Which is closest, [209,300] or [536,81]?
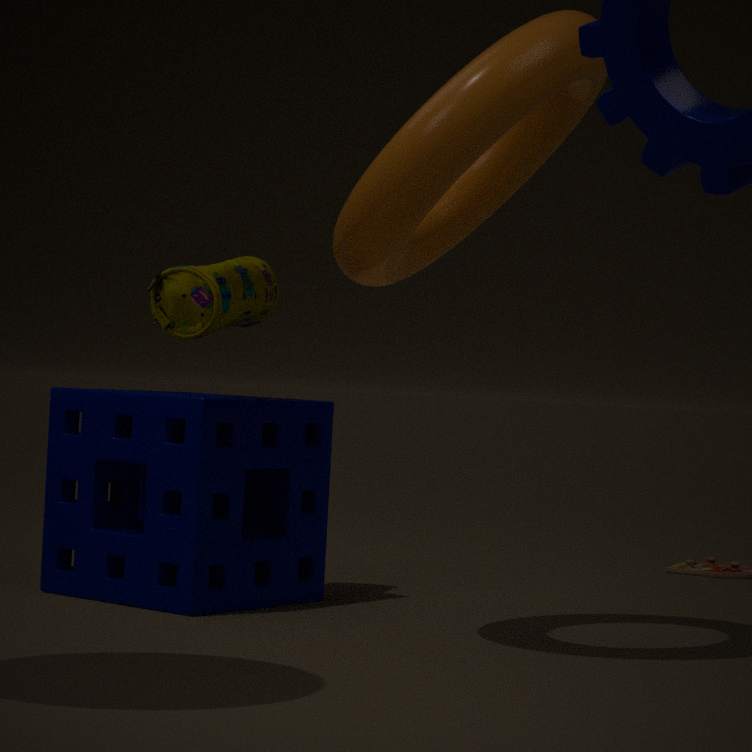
[536,81]
